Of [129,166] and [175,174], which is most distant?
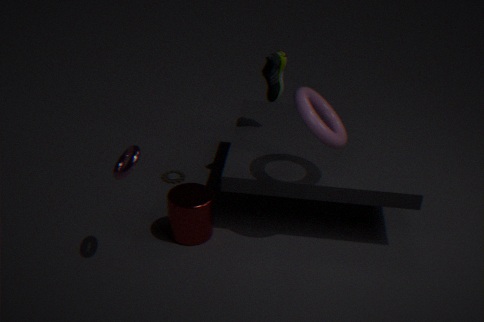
[175,174]
